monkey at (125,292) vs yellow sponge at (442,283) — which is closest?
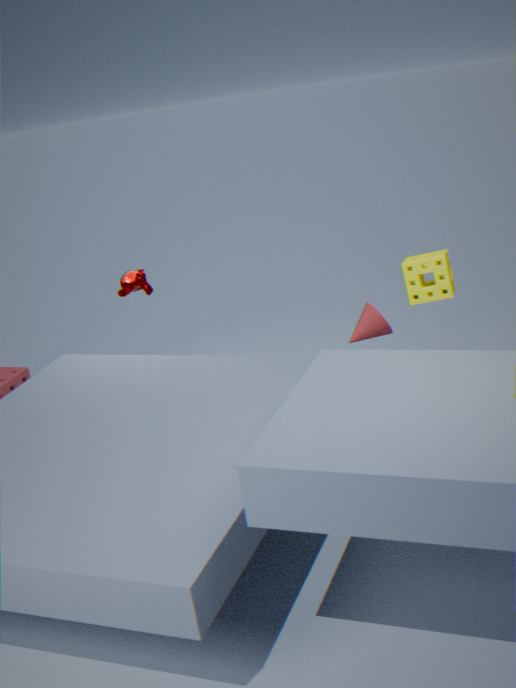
yellow sponge at (442,283)
